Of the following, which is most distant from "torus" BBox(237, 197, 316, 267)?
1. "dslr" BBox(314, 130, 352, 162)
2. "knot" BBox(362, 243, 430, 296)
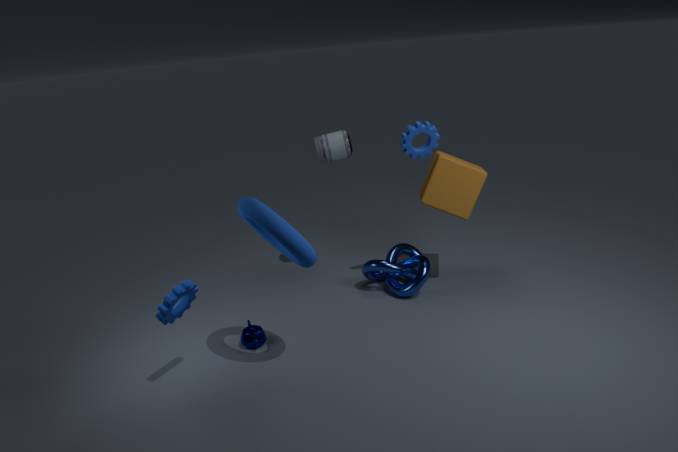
"dslr" BBox(314, 130, 352, 162)
